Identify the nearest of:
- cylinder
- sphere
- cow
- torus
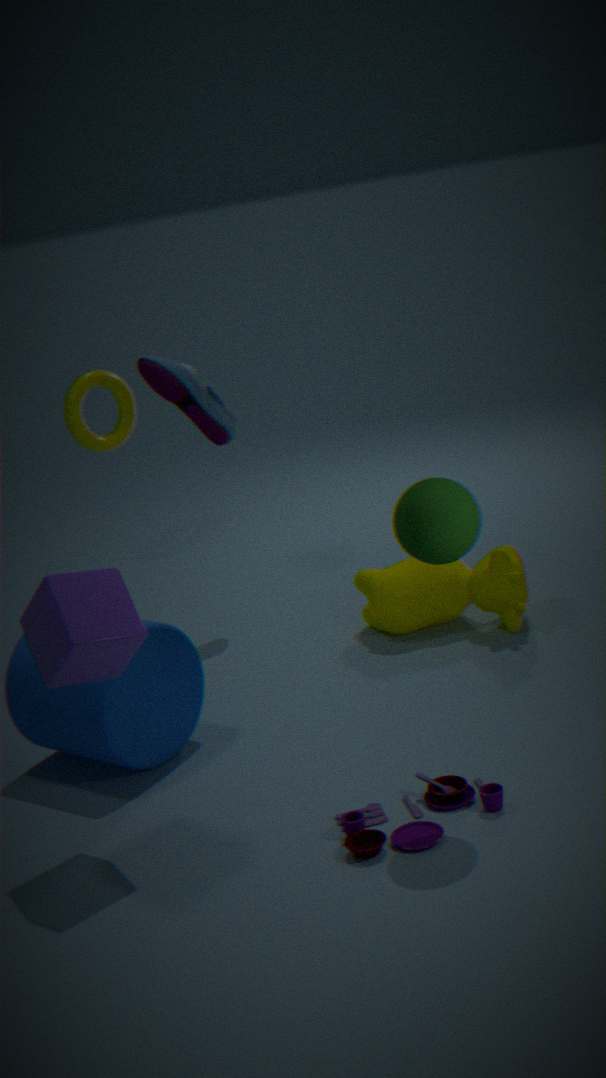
sphere
